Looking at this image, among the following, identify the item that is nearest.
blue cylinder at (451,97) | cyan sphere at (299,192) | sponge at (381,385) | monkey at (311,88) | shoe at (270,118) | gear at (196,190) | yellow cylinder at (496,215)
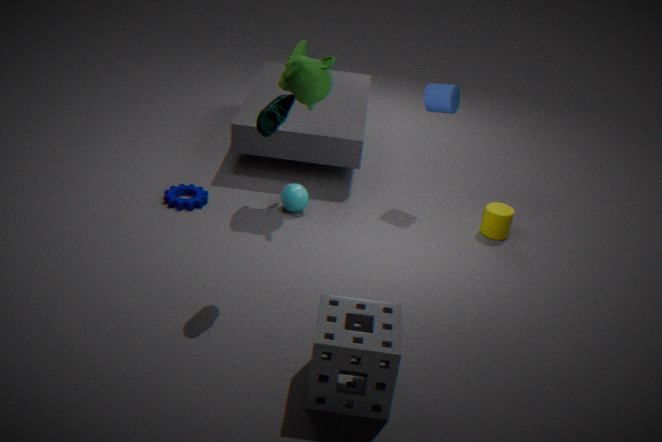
sponge at (381,385)
